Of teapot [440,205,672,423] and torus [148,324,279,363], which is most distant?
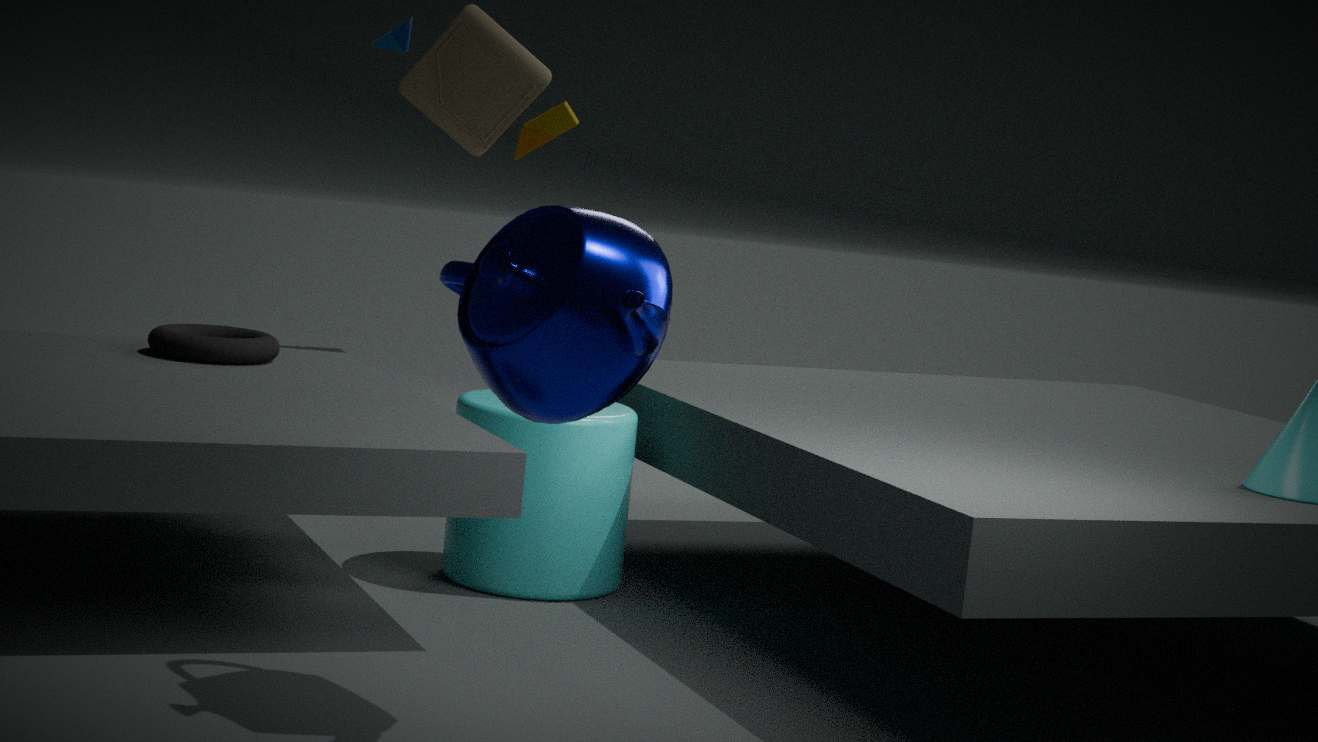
torus [148,324,279,363]
